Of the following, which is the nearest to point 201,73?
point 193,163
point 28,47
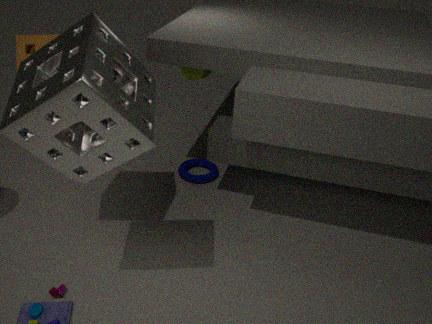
point 193,163
